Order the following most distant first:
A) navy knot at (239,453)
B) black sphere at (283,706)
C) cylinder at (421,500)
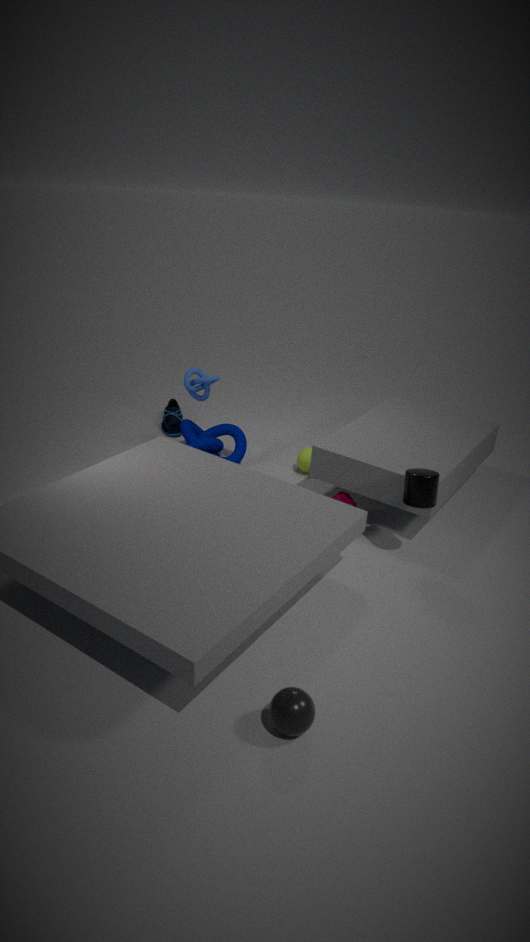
navy knot at (239,453)
cylinder at (421,500)
black sphere at (283,706)
